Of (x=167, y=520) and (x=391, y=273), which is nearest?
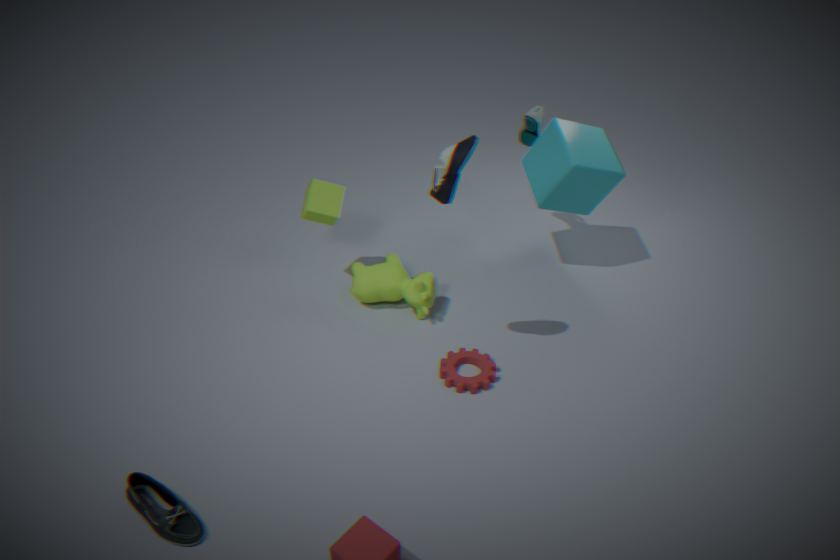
(x=167, y=520)
